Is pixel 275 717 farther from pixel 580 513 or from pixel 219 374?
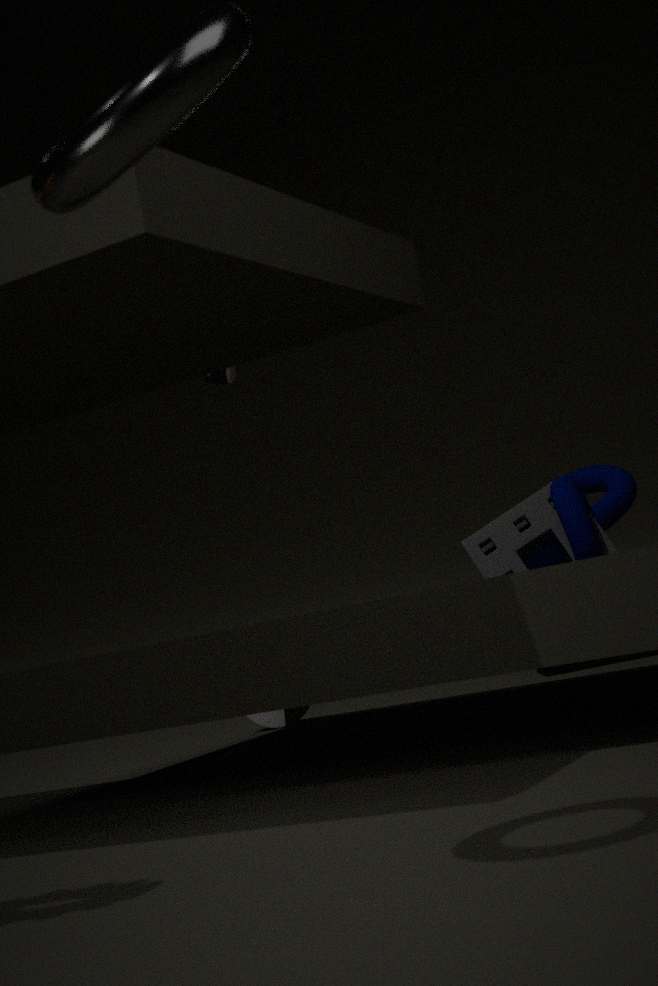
pixel 219 374
